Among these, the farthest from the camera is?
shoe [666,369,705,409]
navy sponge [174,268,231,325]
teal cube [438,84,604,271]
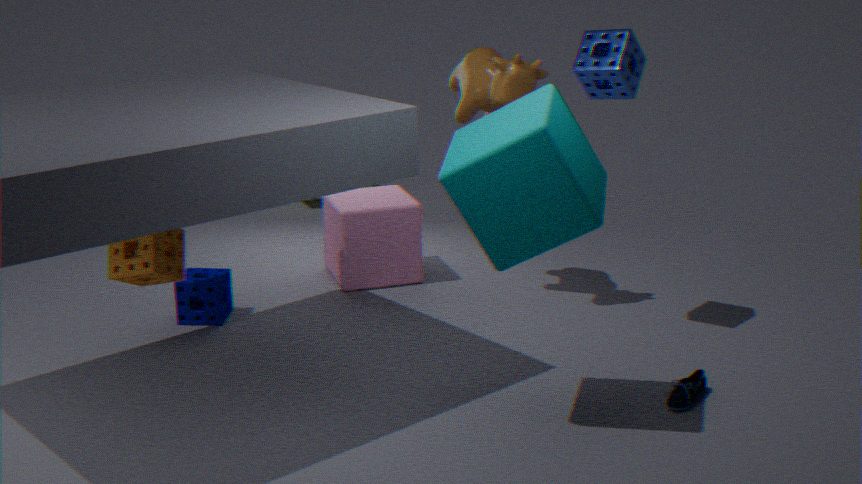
navy sponge [174,268,231,325]
